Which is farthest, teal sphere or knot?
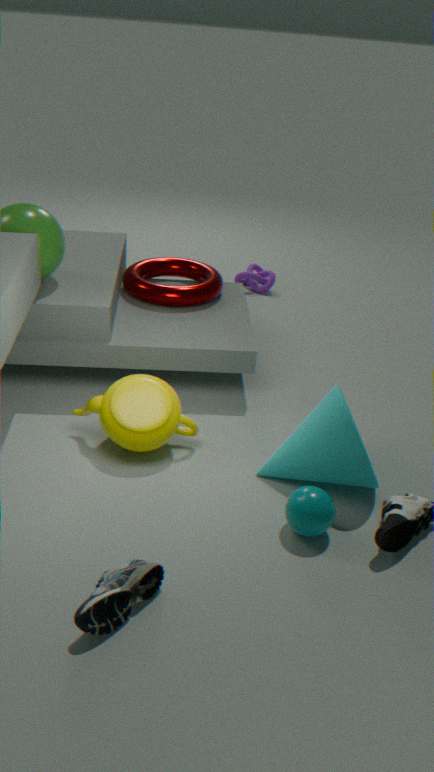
knot
